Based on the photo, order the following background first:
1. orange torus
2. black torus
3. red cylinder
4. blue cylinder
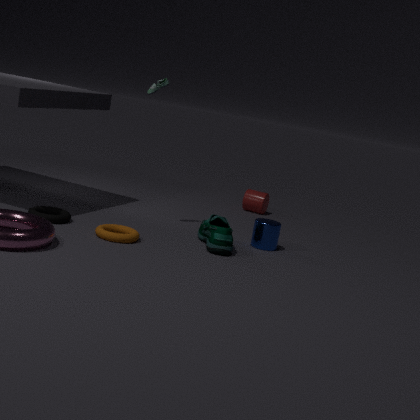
red cylinder → blue cylinder → black torus → orange torus
